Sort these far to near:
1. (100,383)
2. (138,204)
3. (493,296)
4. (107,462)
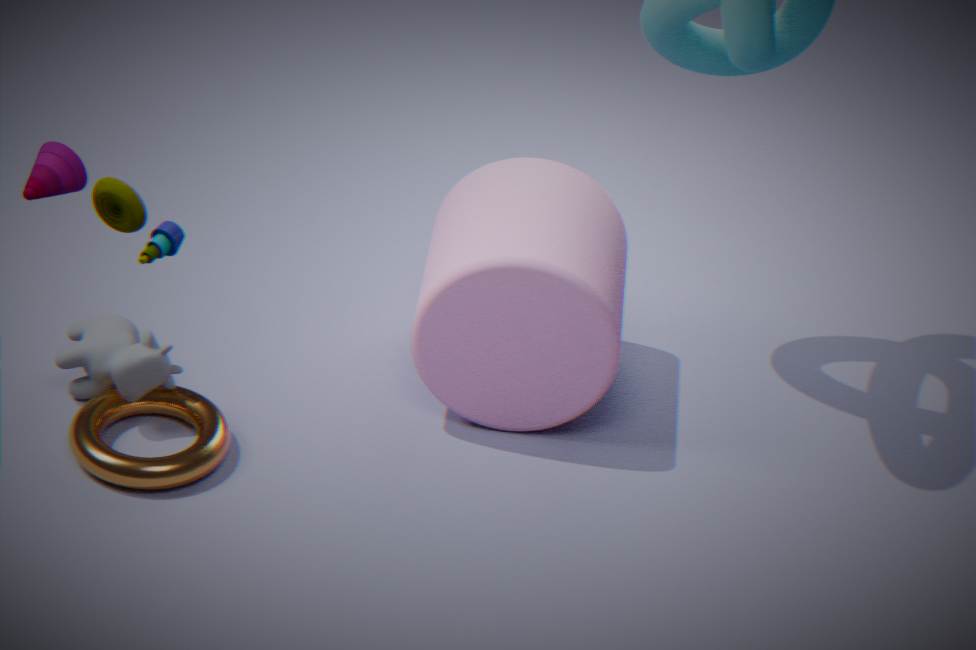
(100,383), (493,296), (107,462), (138,204)
